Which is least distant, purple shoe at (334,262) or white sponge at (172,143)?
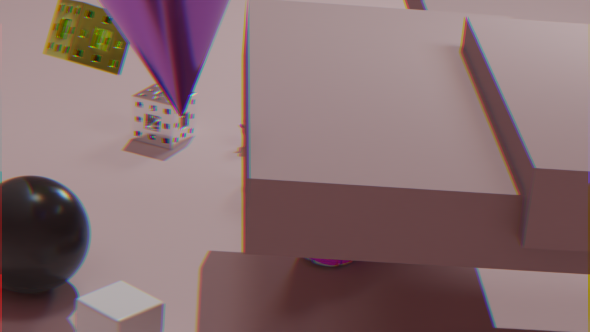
purple shoe at (334,262)
